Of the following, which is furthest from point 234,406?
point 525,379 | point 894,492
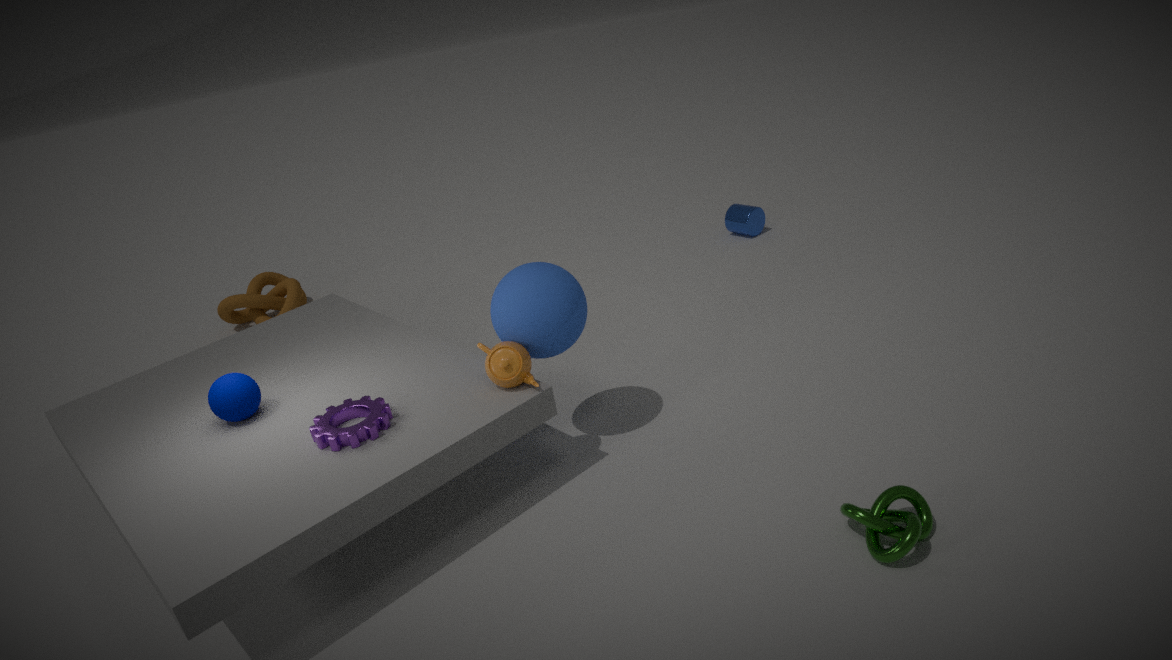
point 894,492
